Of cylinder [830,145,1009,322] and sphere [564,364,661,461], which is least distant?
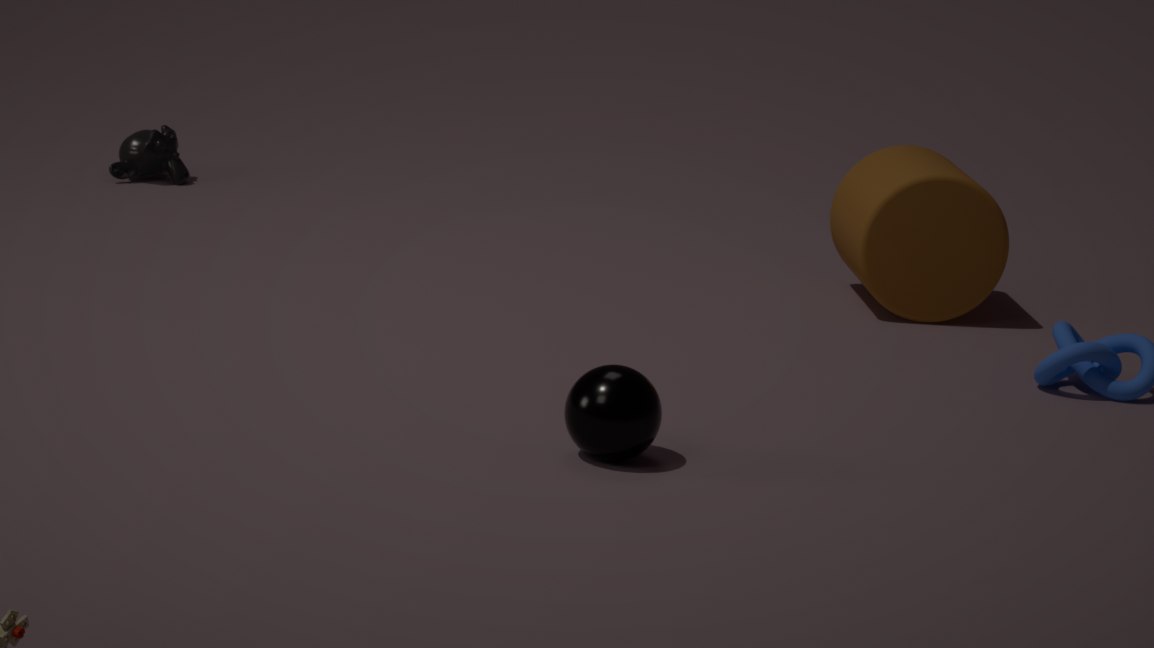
sphere [564,364,661,461]
